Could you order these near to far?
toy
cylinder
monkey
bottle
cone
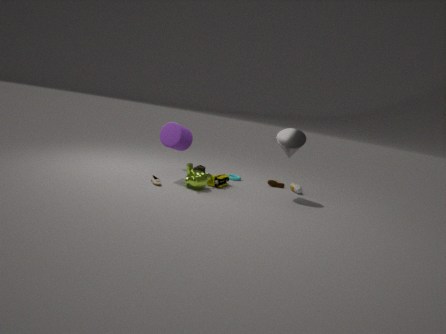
Answer: monkey → cylinder → cone → toy → bottle
